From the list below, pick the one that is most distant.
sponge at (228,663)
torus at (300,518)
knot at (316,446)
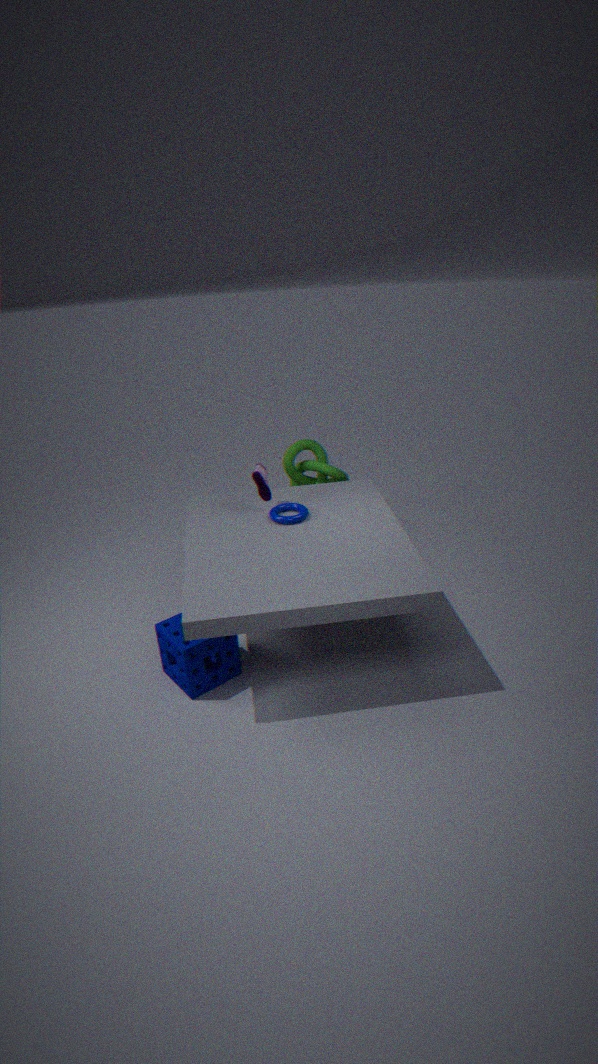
knot at (316,446)
